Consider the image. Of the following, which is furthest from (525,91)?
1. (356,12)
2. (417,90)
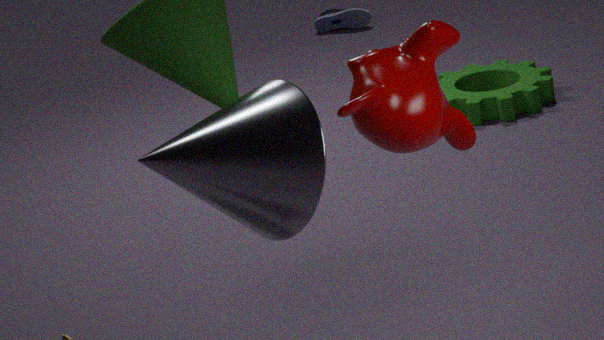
(417,90)
